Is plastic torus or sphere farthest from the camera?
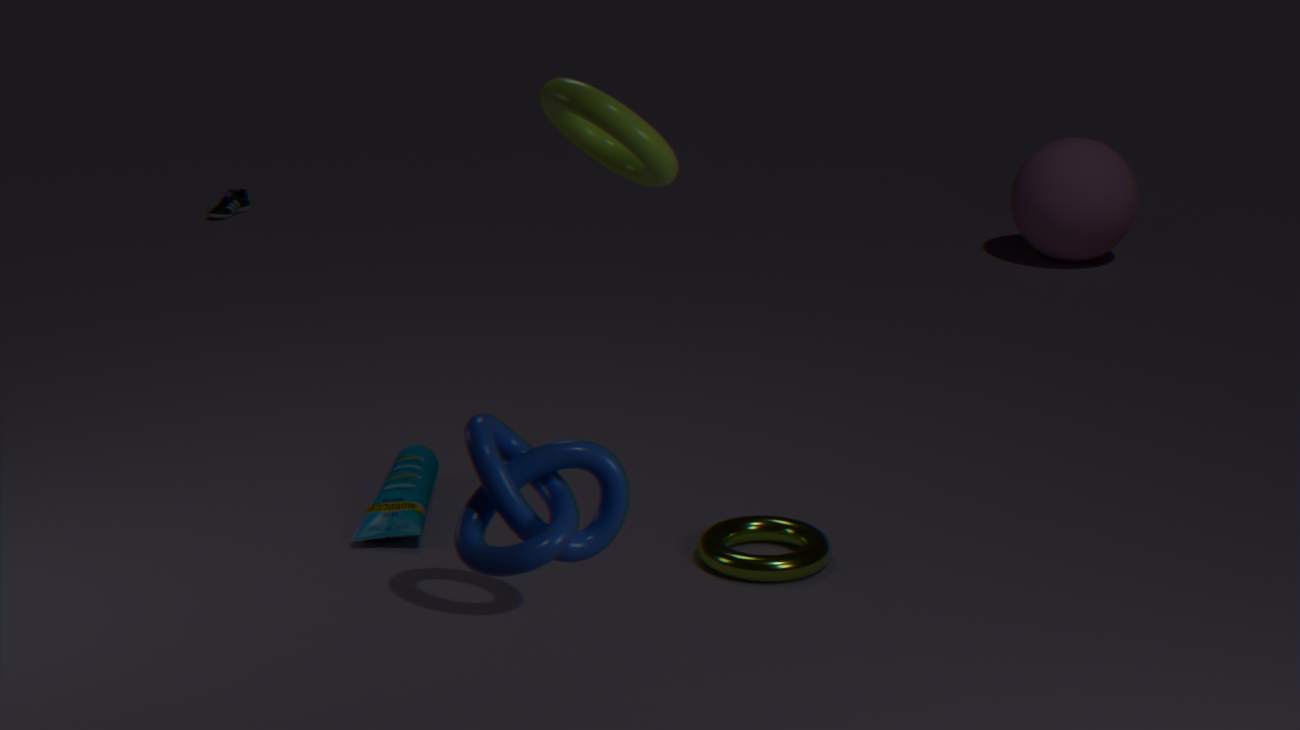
sphere
